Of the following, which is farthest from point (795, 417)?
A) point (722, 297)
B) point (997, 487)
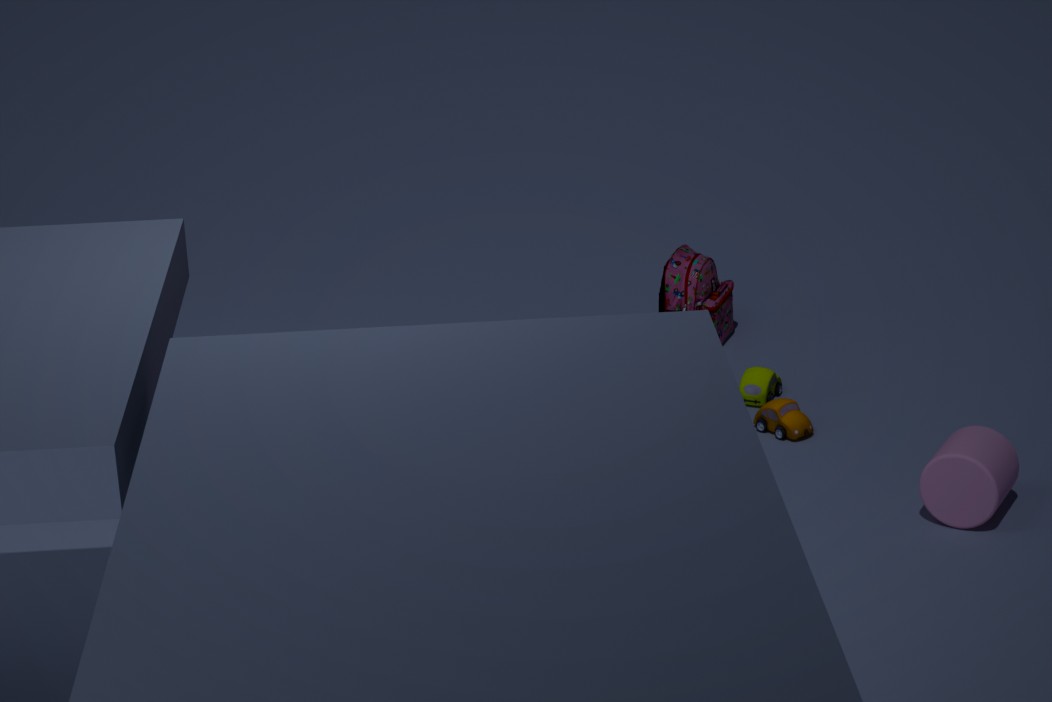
point (997, 487)
